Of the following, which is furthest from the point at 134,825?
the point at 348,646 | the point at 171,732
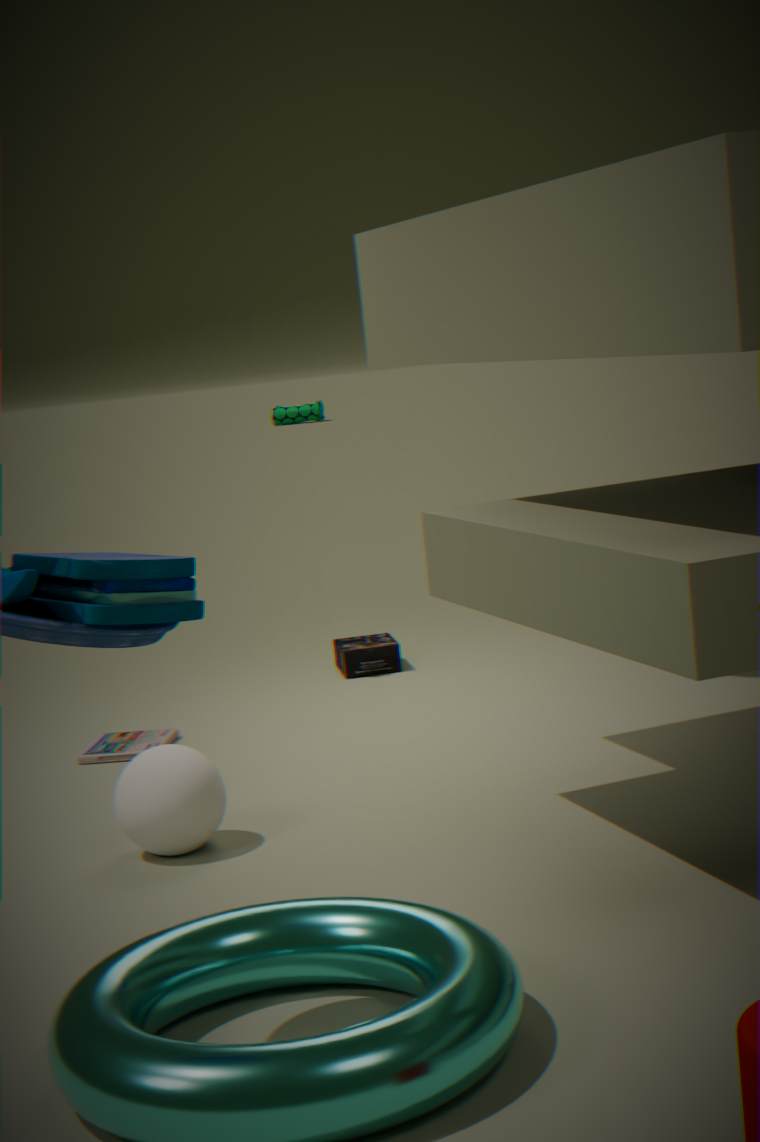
the point at 348,646
